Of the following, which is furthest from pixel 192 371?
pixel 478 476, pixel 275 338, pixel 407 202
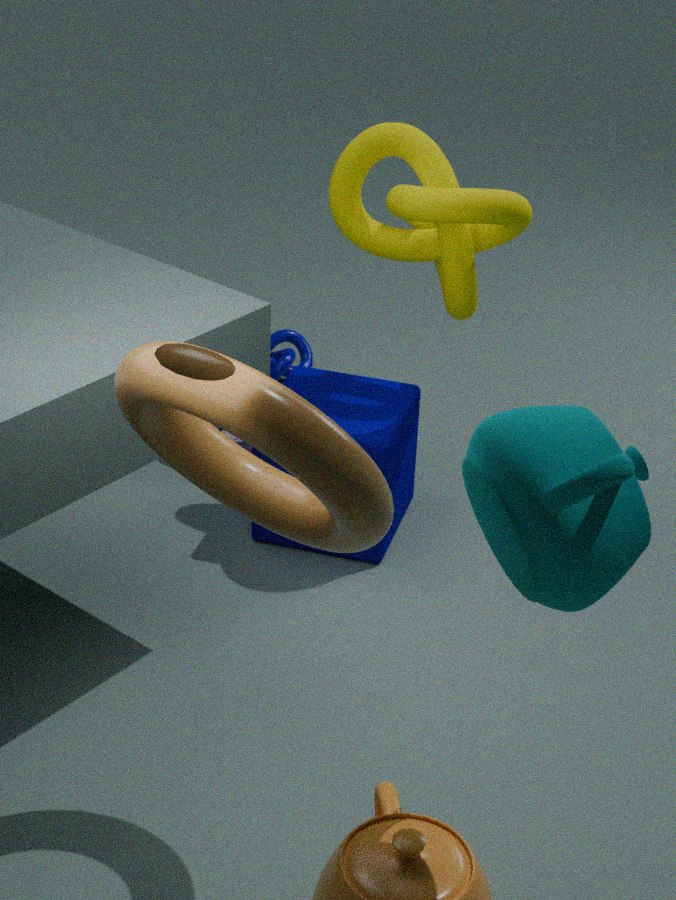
pixel 275 338
